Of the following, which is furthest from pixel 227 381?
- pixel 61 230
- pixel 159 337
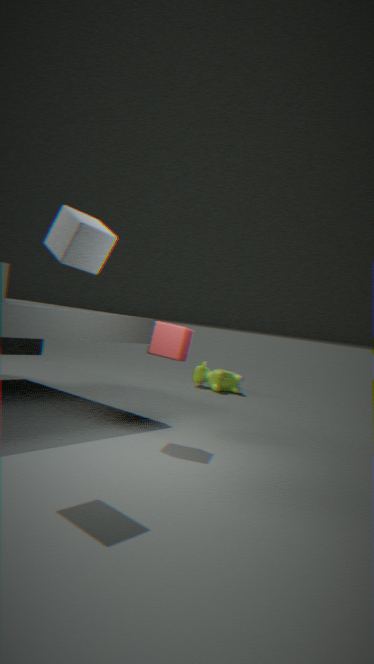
pixel 61 230
